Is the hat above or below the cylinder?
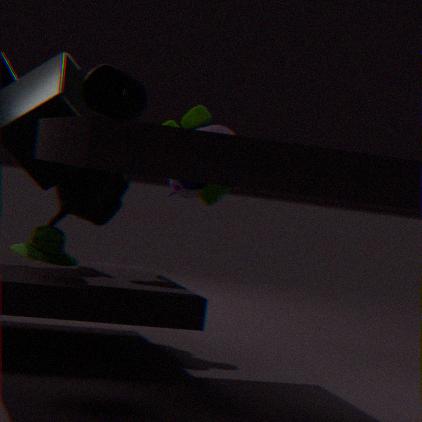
below
